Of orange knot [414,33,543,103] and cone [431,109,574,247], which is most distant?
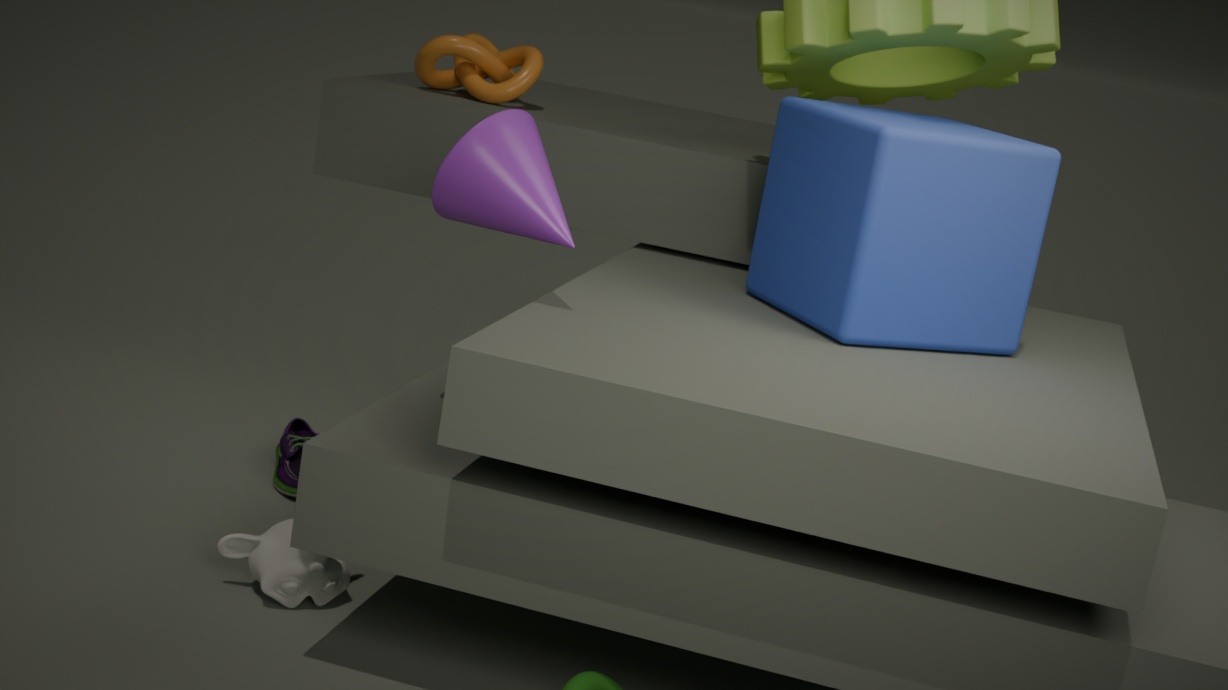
orange knot [414,33,543,103]
